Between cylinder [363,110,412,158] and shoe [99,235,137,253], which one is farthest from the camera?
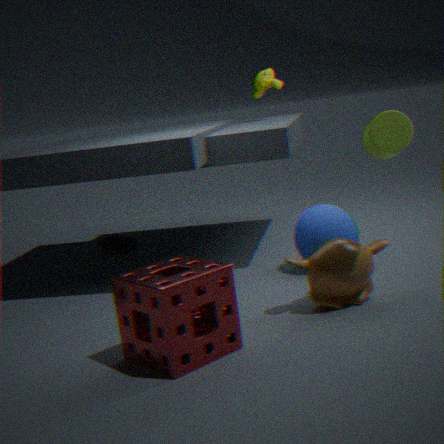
shoe [99,235,137,253]
